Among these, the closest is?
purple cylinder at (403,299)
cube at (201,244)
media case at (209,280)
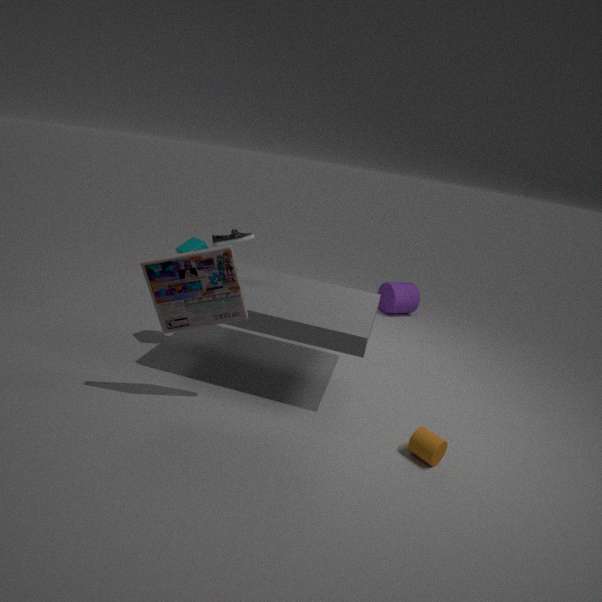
media case at (209,280)
